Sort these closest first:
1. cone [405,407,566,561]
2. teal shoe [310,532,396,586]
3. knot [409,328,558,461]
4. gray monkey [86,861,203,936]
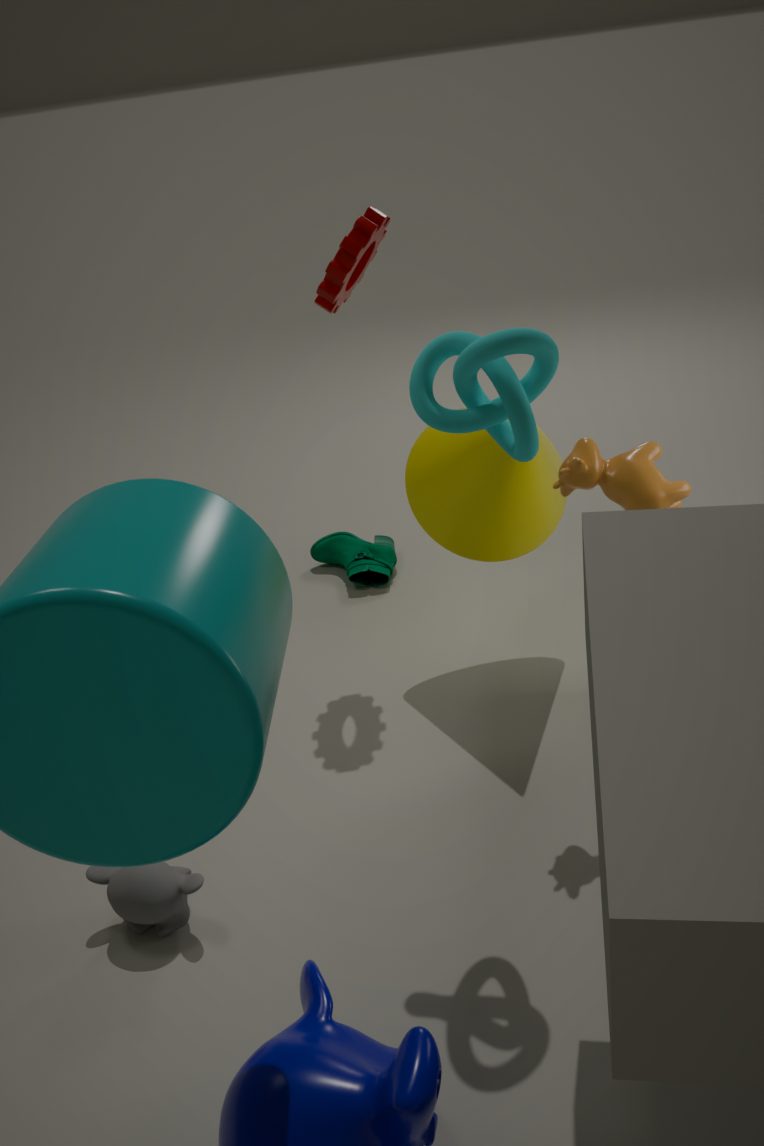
1. knot [409,328,558,461]
2. gray monkey [86,861,203,936]
3. cone [405,407,566,561]
4. teal shoe [310,532,396,586]
